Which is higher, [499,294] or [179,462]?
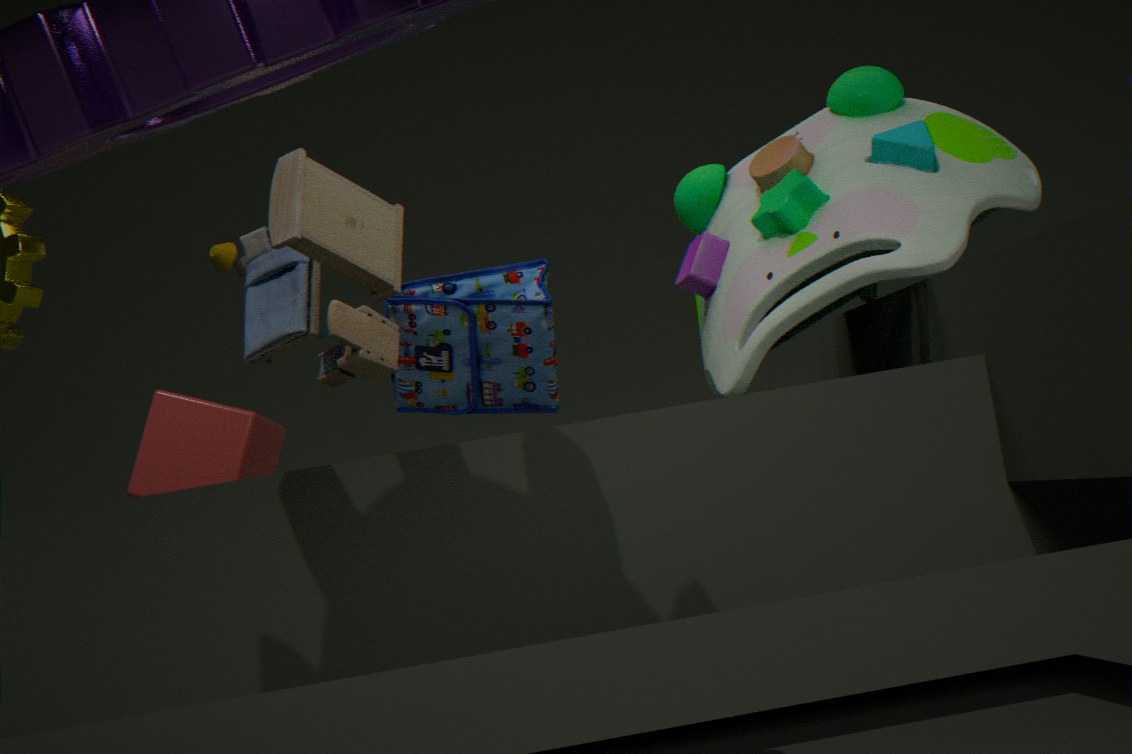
[499,294]
